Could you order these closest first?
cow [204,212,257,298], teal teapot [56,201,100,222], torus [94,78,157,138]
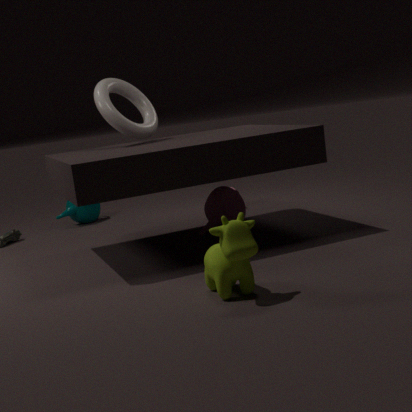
1. cow [204,212,257,298]
2. torus [94,78,157,138]
3. teal teapot [56,201,100,222]
